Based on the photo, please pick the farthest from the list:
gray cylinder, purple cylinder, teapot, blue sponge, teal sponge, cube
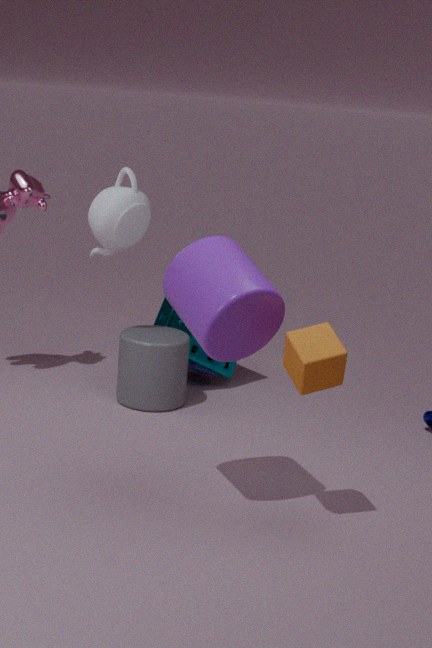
blue sponge
